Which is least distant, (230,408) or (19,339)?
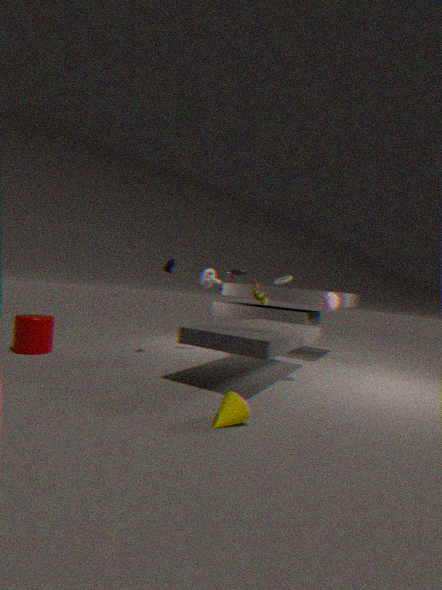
(230,408)
